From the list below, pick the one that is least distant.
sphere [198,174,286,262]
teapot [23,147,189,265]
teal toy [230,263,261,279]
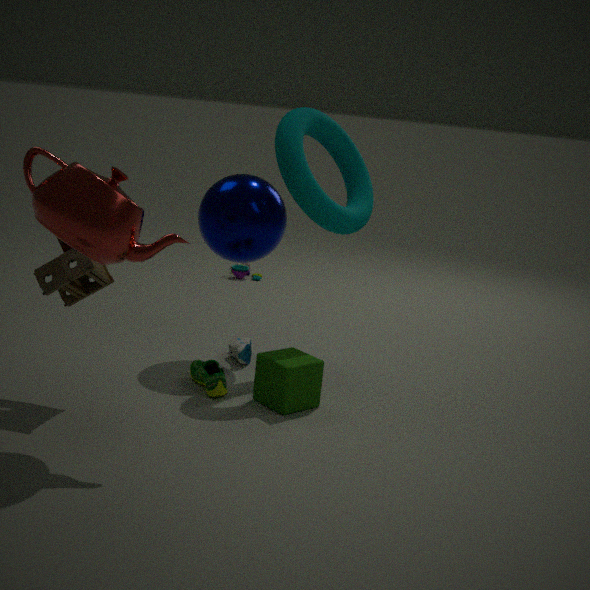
teapot [23,147,189,265]
